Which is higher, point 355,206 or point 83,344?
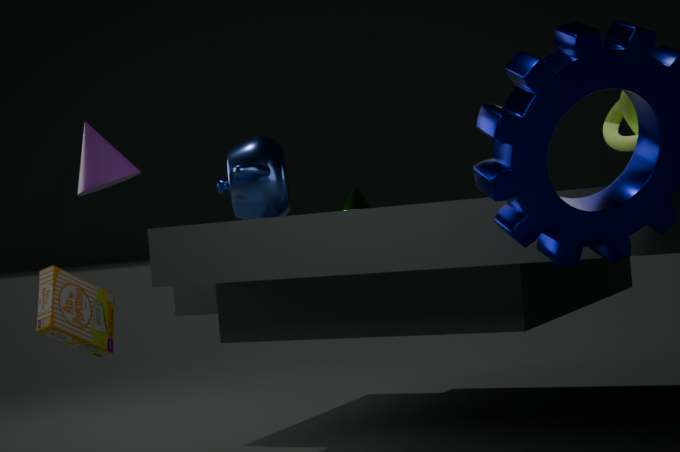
point 355,206
